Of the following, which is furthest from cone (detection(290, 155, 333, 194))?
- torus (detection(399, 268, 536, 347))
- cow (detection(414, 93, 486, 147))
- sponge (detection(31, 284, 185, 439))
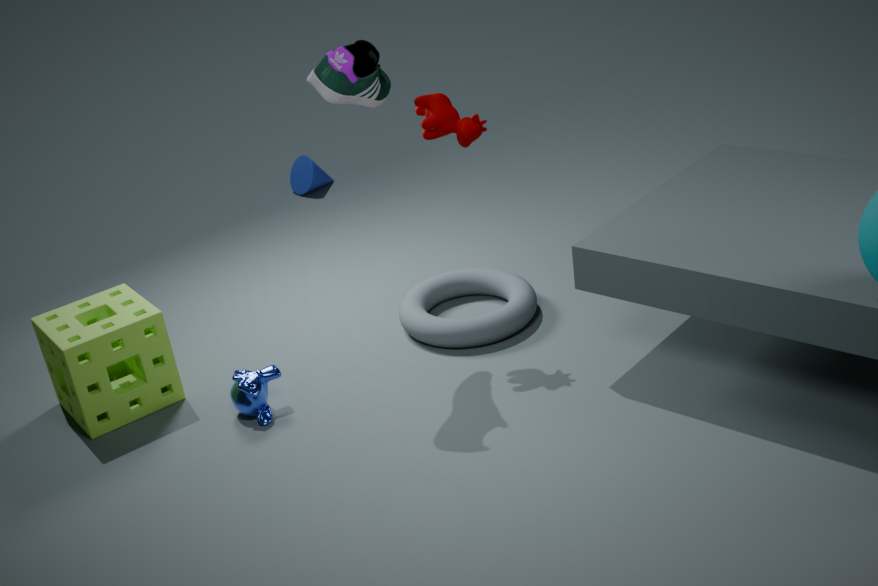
cow (detection(414, 93, 486, 147))
